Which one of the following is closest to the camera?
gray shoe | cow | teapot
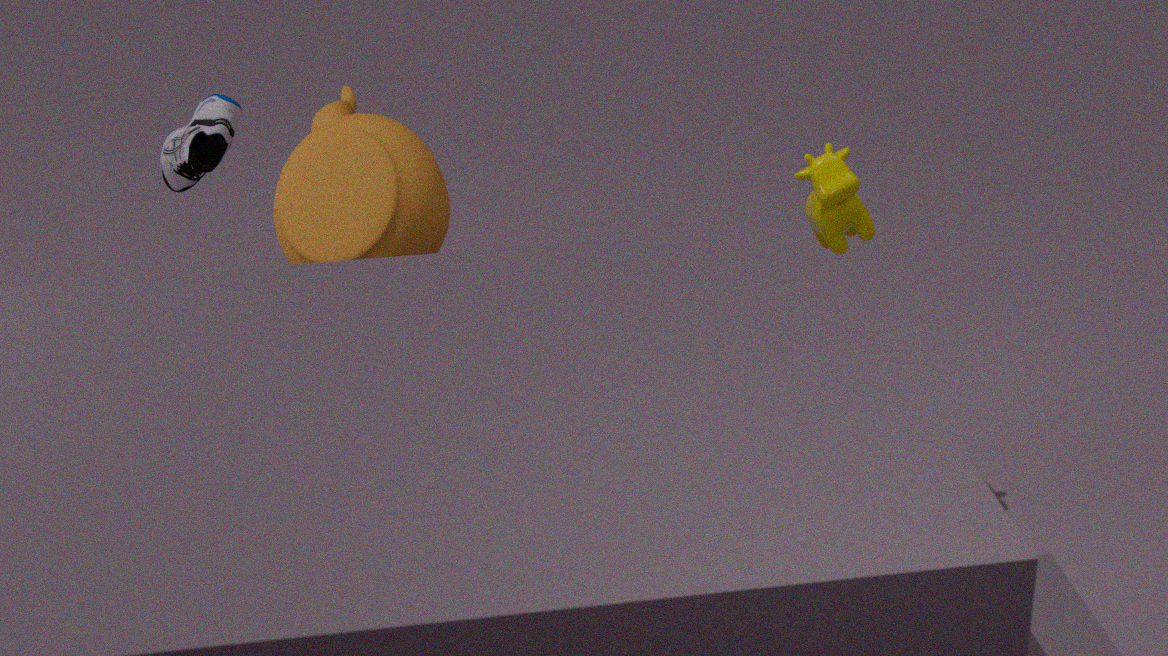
teapot
